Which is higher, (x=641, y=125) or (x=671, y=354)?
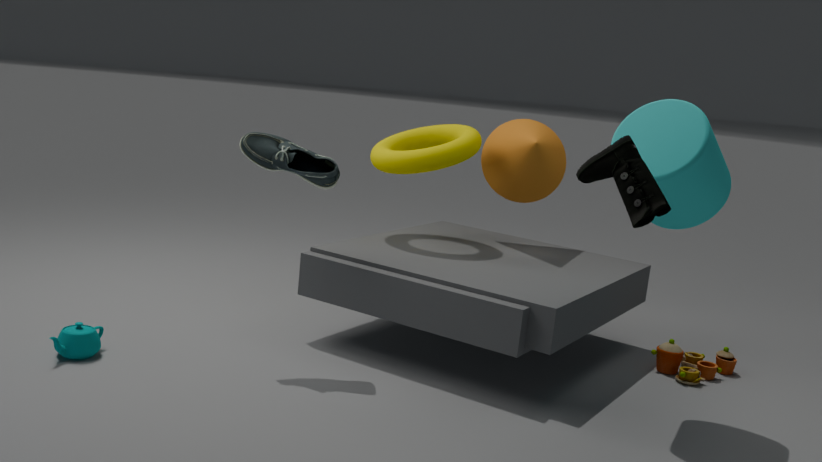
(x=641, y=125)
